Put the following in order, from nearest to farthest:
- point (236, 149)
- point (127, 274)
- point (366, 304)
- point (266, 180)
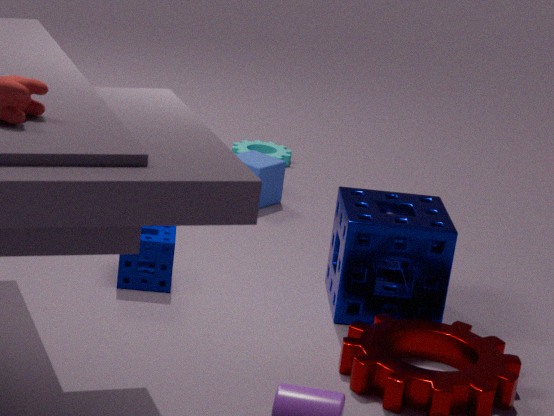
point (366, 304), point (127, 274), point (266, 180), point (236, 149)
